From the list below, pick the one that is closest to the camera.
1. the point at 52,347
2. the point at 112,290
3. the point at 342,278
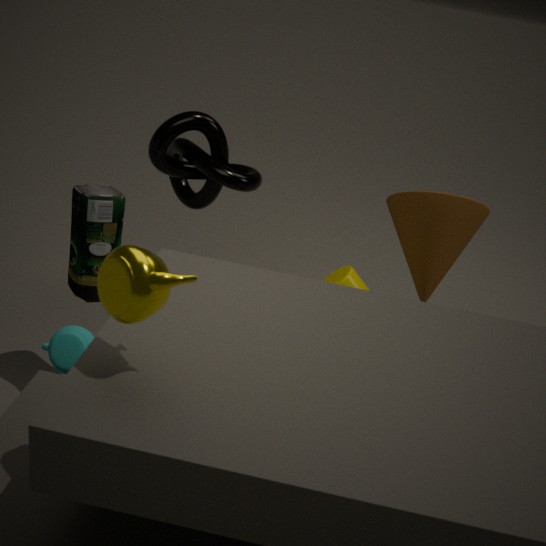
the point at 112,290
